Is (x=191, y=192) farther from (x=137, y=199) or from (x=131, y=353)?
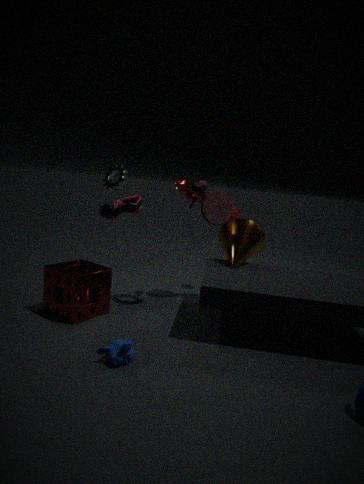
(x=131, y=353)
